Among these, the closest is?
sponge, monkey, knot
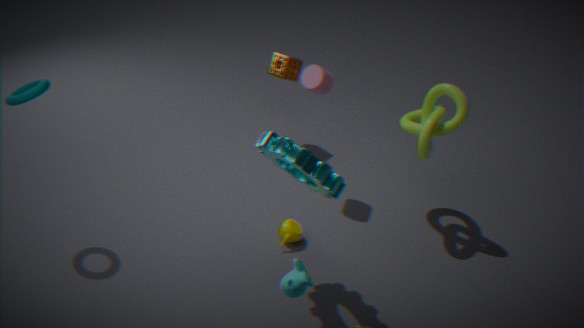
monkey
